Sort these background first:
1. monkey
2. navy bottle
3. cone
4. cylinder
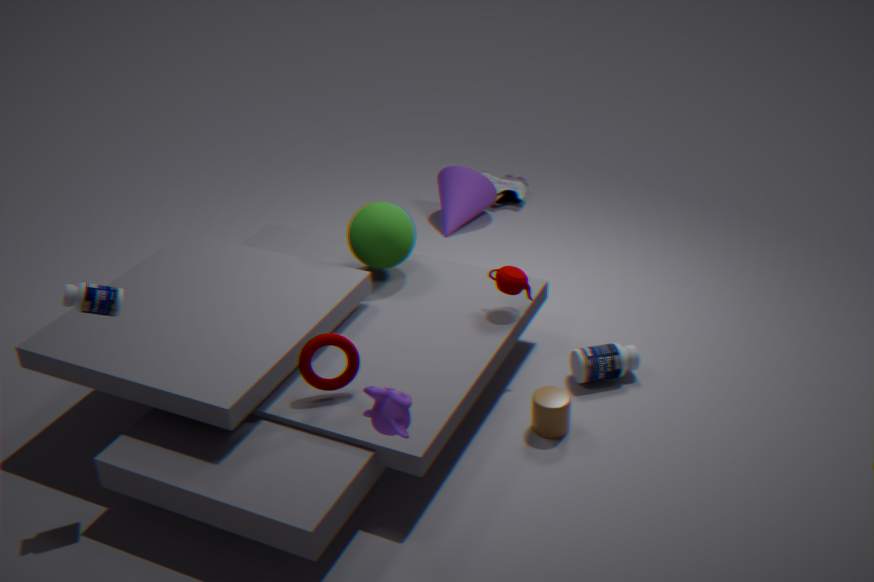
cone < cylinder < navy bottle < monkey
